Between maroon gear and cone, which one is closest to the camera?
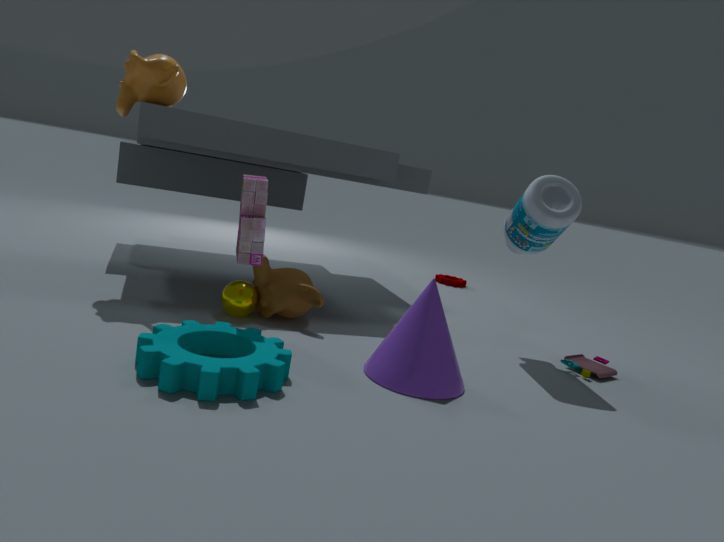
cone
